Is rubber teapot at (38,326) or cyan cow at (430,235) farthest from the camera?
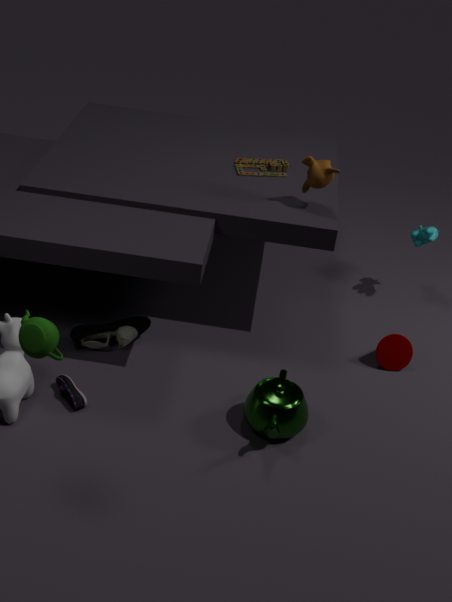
cyan cow at (430,235)
